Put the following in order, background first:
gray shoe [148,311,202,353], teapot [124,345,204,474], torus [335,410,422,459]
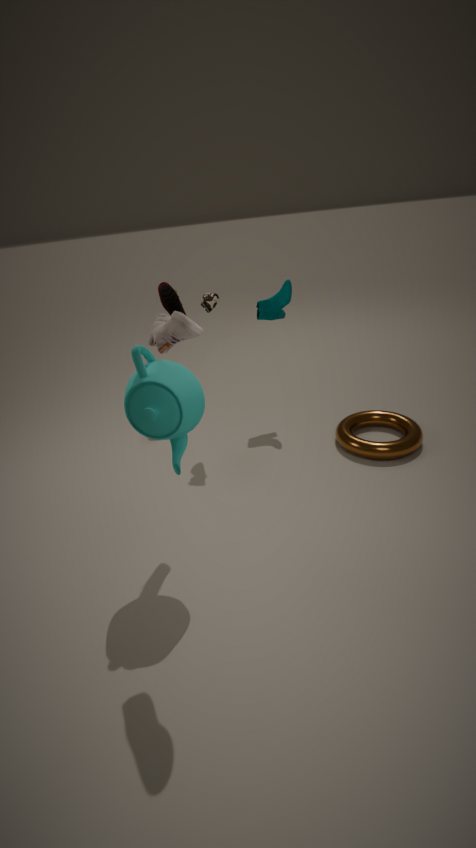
torus [335,410,422,459] → teapot [124,345,204,474] → gray shoe [148,311,202,353]
